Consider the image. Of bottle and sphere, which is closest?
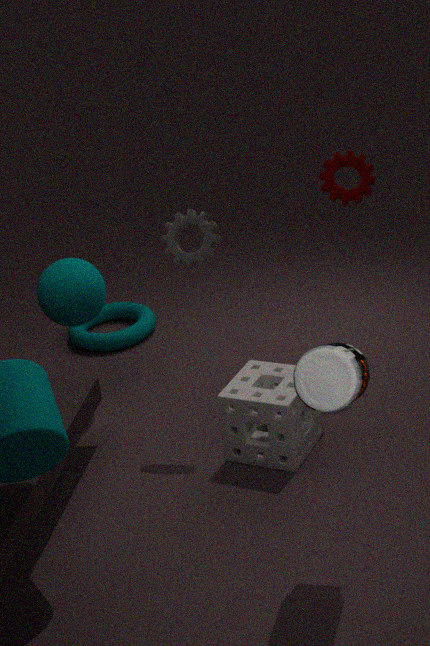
bottle
